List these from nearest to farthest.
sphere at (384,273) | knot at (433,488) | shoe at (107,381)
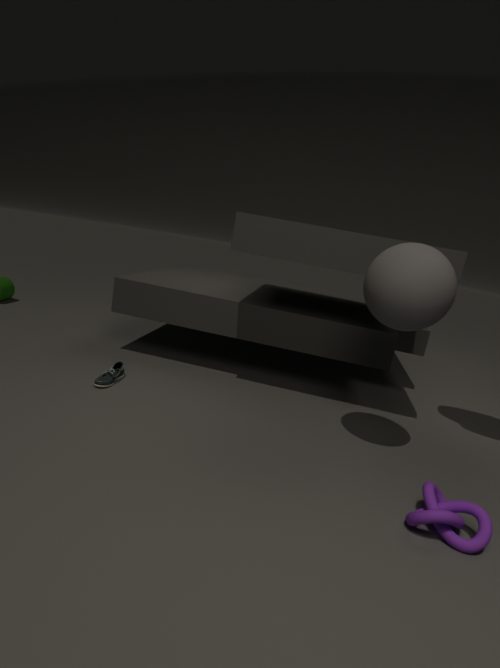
knot at (433,488), sphere at (384,273), shoe at (107,381)
